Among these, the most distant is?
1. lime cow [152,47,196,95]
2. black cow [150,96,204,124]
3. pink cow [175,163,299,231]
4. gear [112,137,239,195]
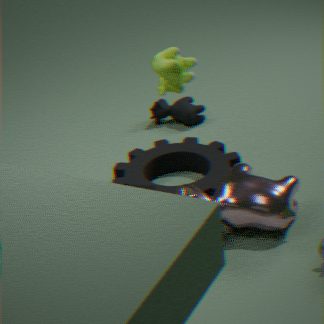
black cow [150,96,204,124]
